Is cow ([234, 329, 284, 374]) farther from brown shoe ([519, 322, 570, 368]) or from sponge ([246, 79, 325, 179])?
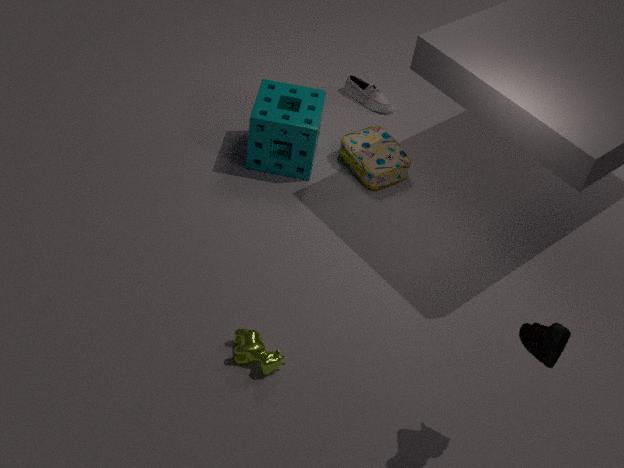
sponge ([246, 79, 325, 179])
